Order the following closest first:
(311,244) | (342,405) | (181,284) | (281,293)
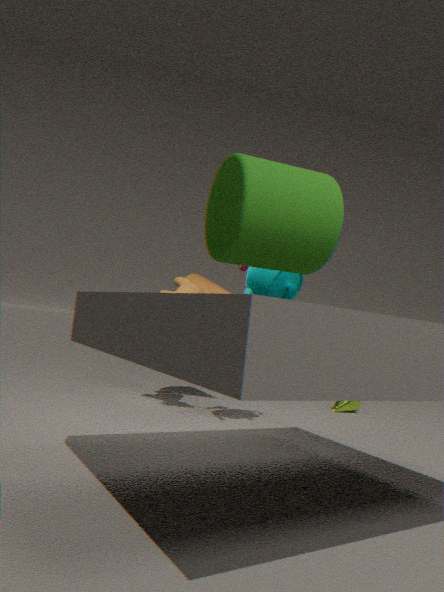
1. (311,244)
2. (281,293)
3. (181,284)
4. (342,405)
